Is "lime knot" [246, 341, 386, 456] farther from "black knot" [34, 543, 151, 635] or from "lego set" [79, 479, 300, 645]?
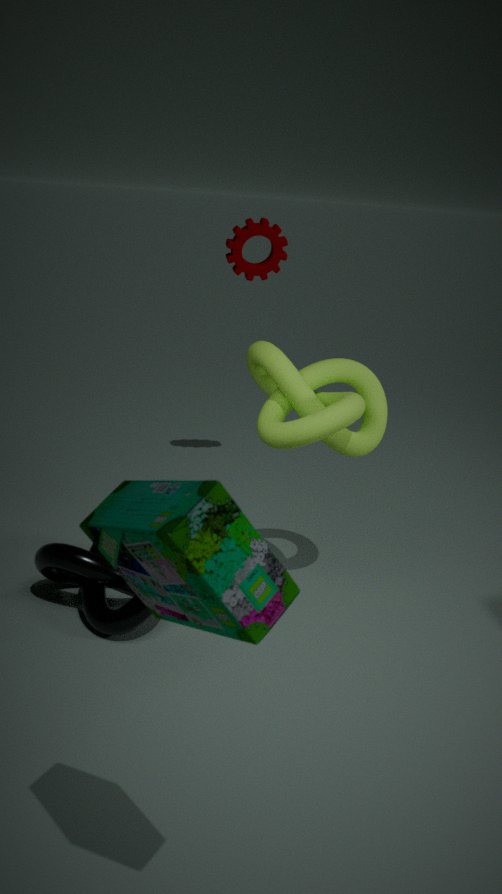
"lego set" [79, 479, 300, 645]
